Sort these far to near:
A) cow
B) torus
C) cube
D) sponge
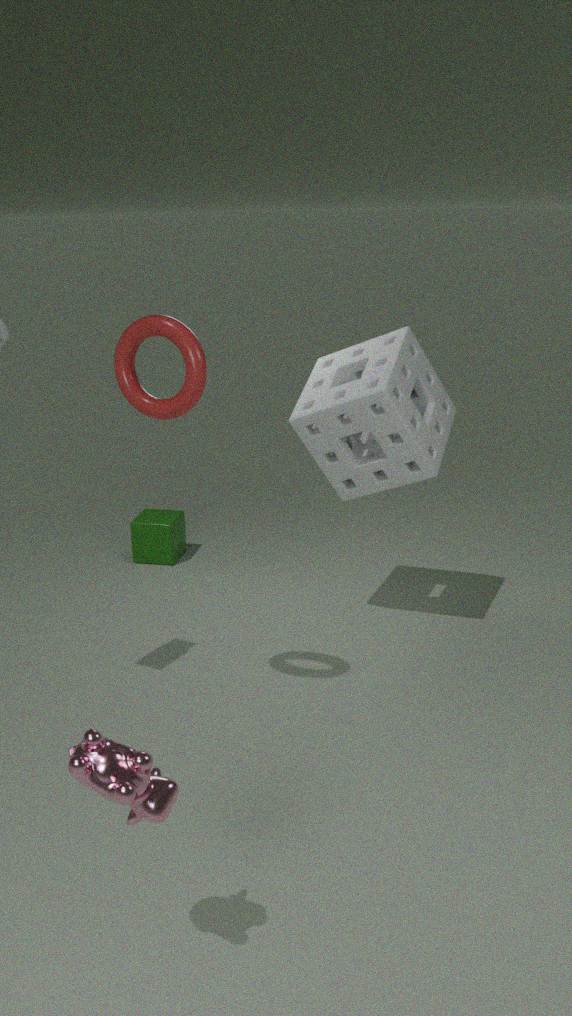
cube
sponge
torus
cow
